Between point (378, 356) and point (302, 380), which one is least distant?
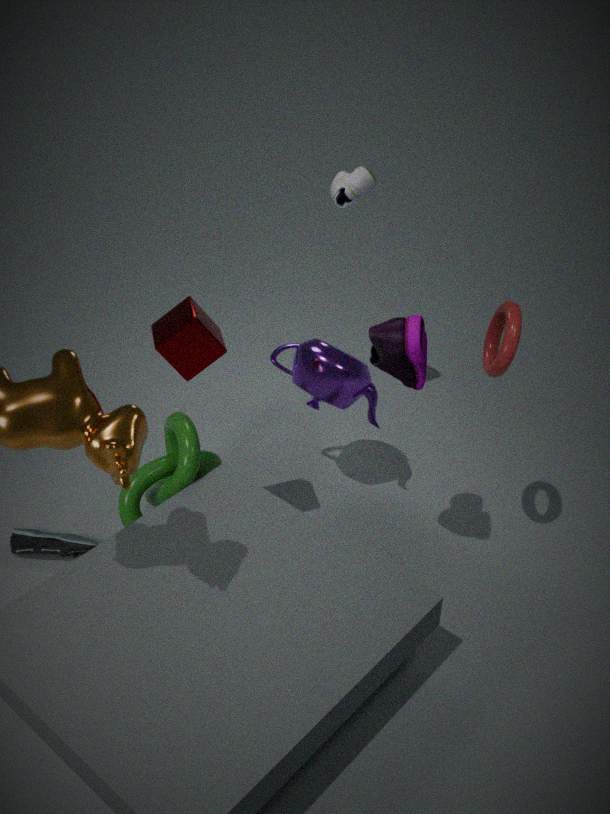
point (378, 356)
